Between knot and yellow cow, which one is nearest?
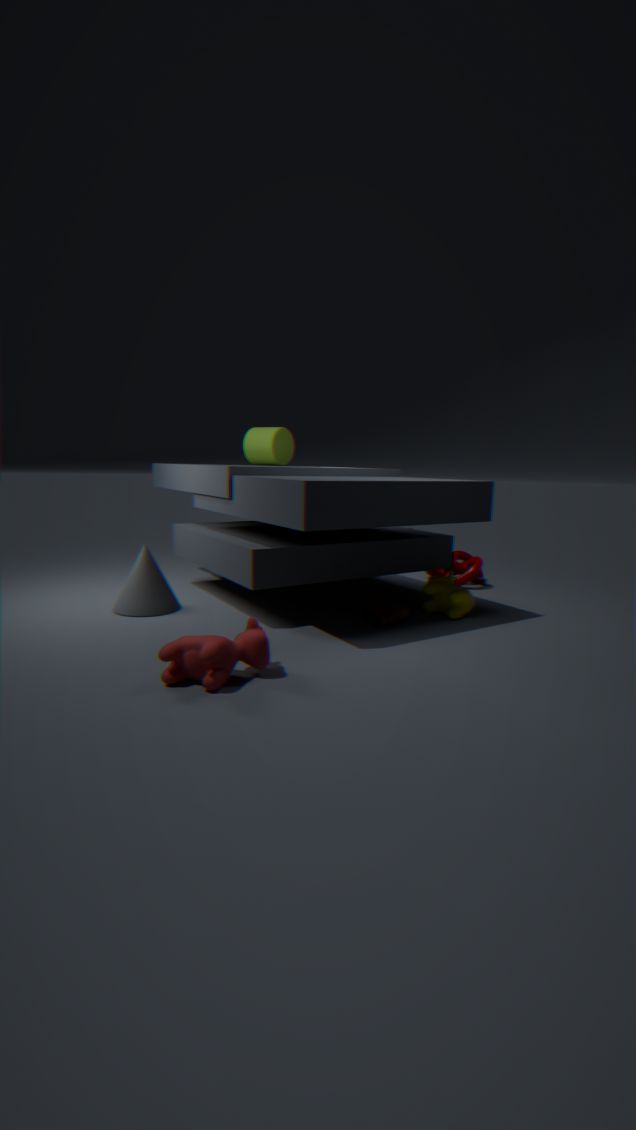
yellow cow
